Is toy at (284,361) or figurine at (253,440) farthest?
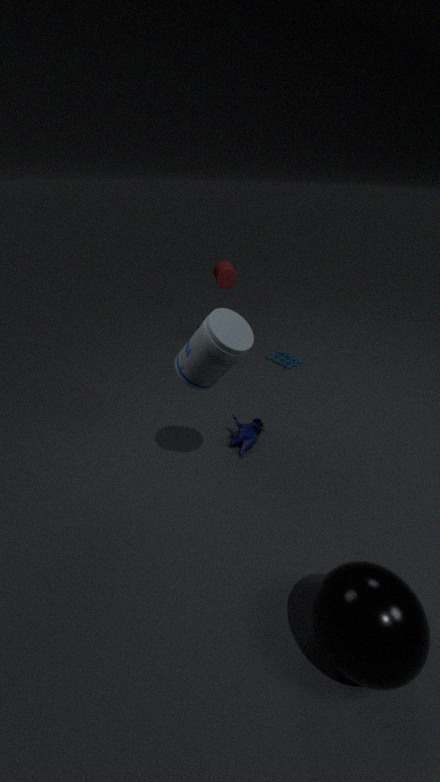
toy at (284,361)
